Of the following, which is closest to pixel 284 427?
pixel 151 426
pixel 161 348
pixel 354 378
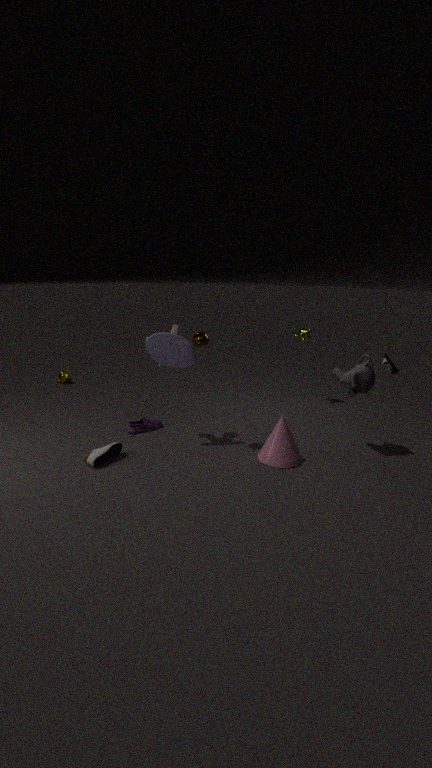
pixel 354 378
